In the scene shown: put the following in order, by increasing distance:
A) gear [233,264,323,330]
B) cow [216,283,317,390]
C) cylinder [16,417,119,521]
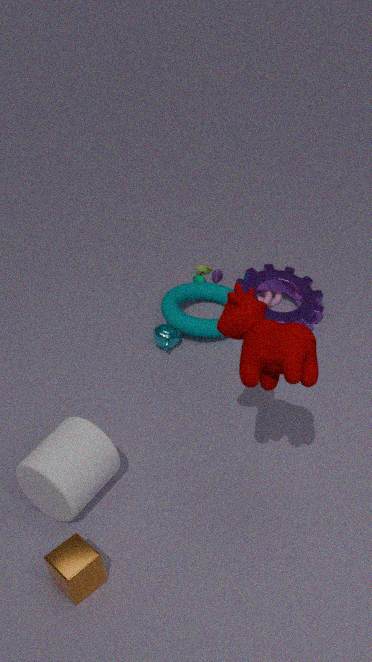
cow [216,283,317,390] < cylinder [16,417,119,521] < gear [233,264,323,330]
